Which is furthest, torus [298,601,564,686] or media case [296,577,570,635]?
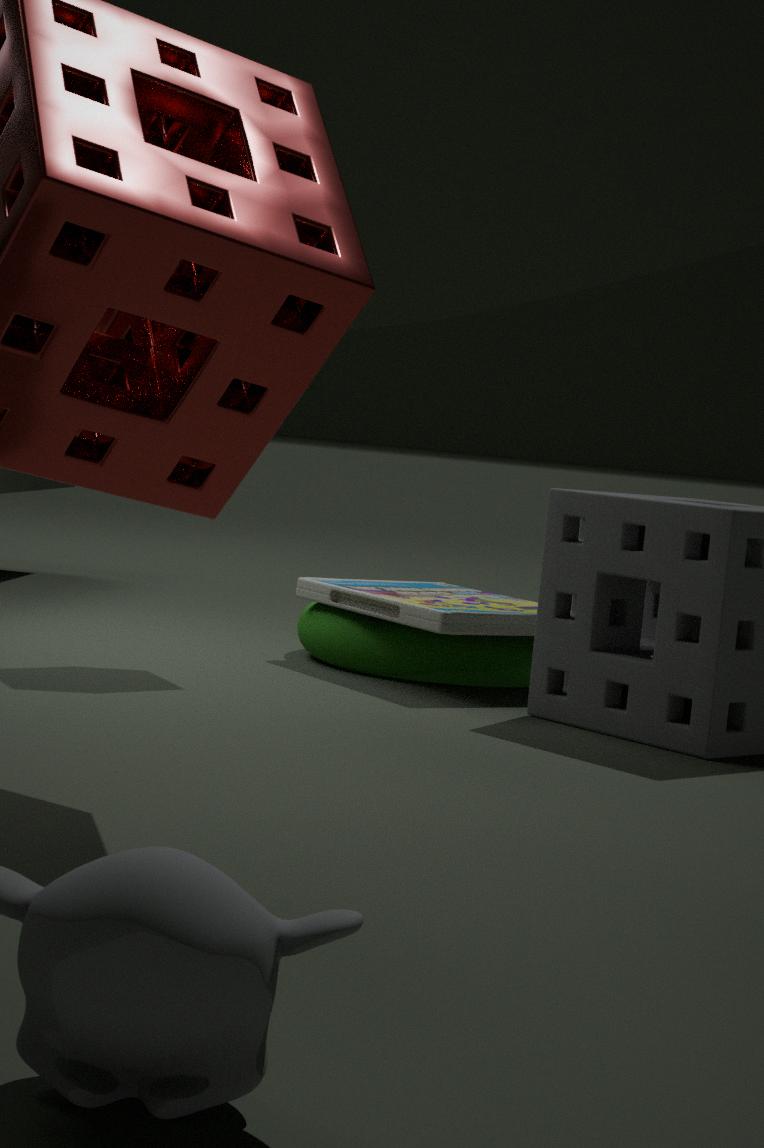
torus [298,601,564,686]
